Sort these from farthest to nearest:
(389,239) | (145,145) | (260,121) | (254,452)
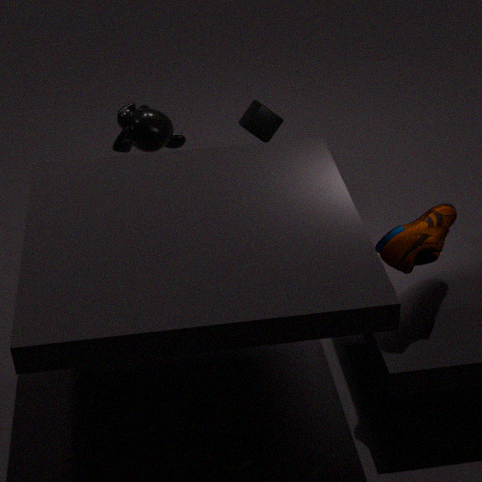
(260,121) → (145,145) → (254,452) → (389,239)
